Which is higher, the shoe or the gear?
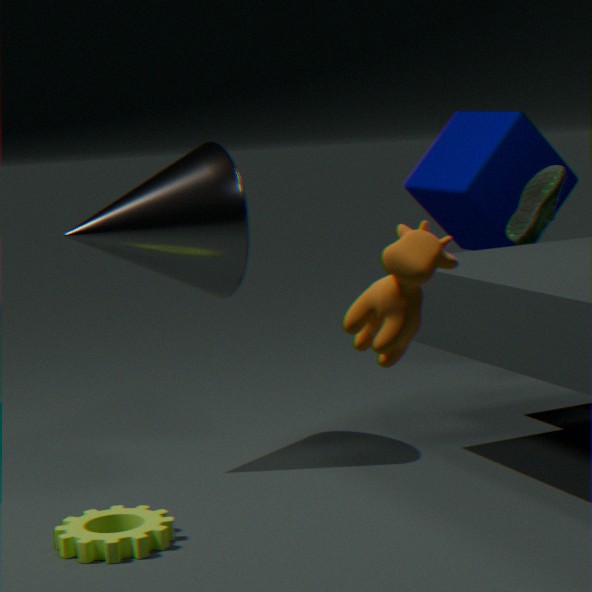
the shoe
